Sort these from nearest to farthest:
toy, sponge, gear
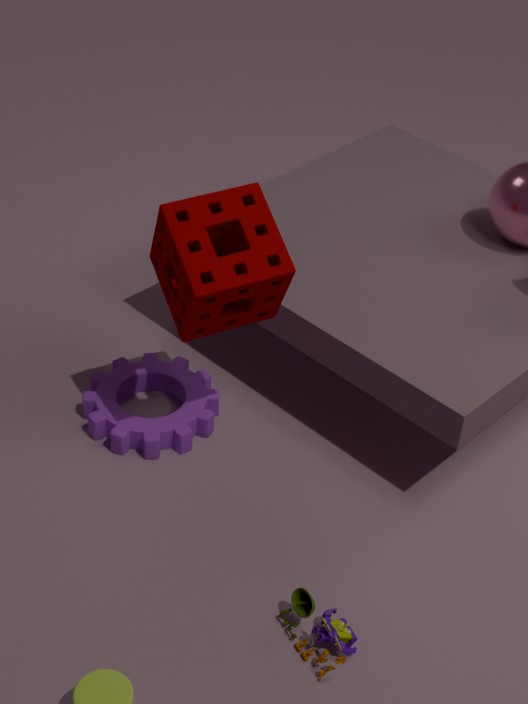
toy, sponge, gear
